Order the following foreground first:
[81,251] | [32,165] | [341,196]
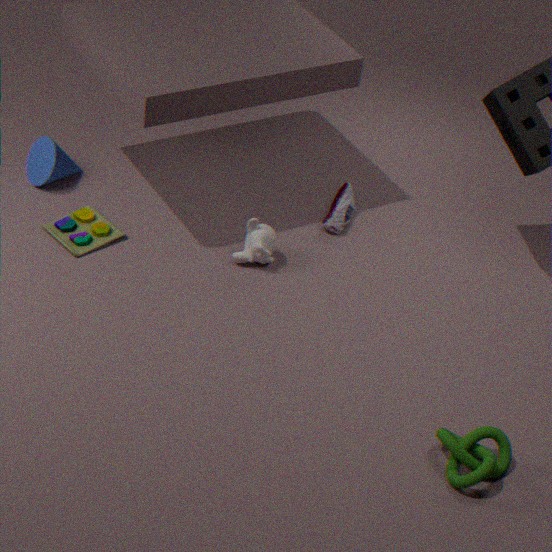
[81,251], [32,165], [341,196]
